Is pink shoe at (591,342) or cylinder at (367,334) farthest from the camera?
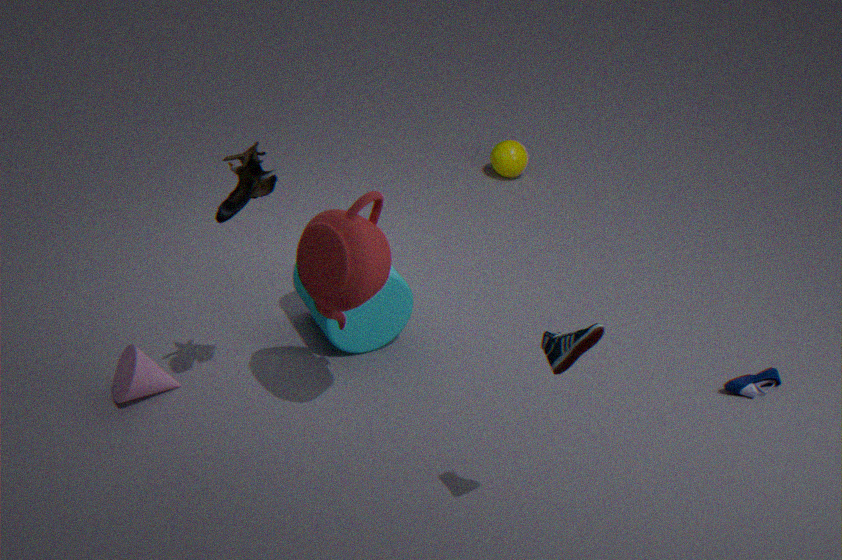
cylinder at (367,334)
